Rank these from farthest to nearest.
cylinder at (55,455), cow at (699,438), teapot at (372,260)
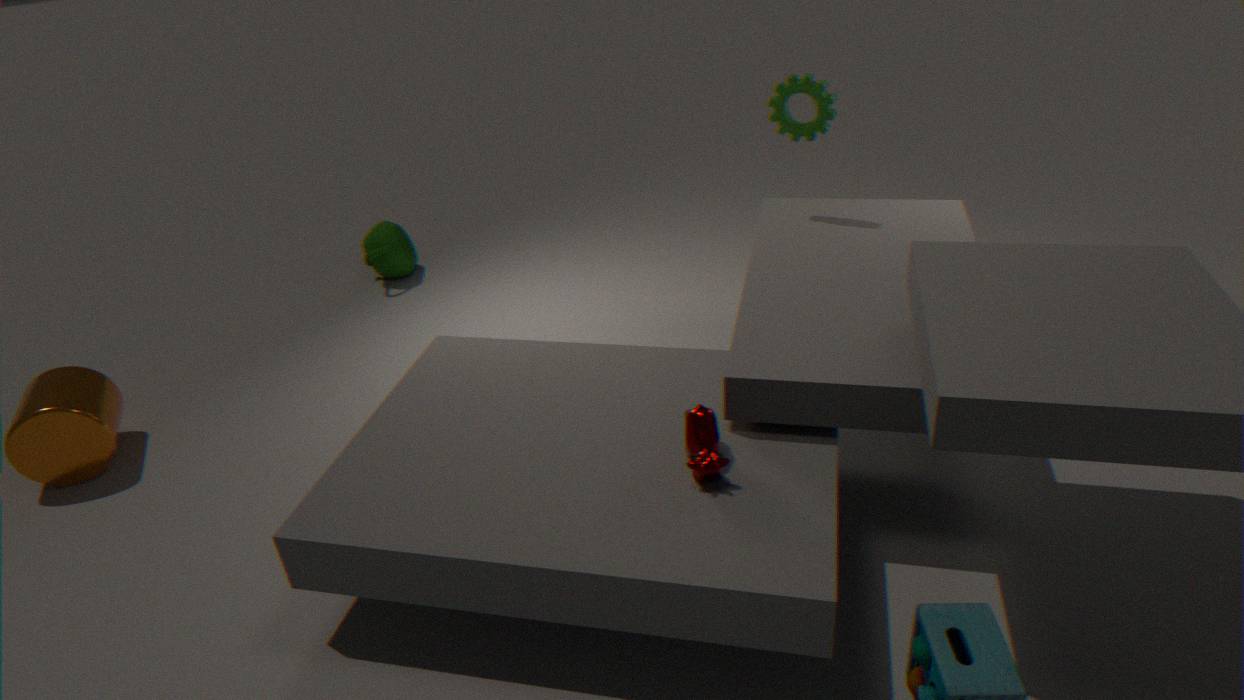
teapot at (372,260)
cylinder at (55,455)
cow at (699,438)
